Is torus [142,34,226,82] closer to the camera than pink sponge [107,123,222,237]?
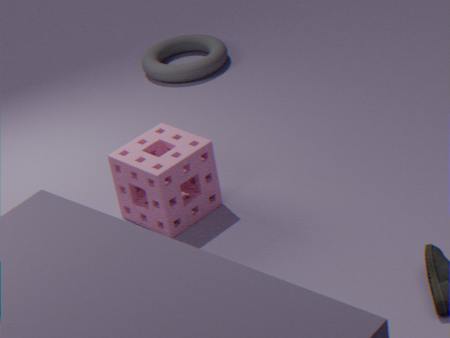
No
